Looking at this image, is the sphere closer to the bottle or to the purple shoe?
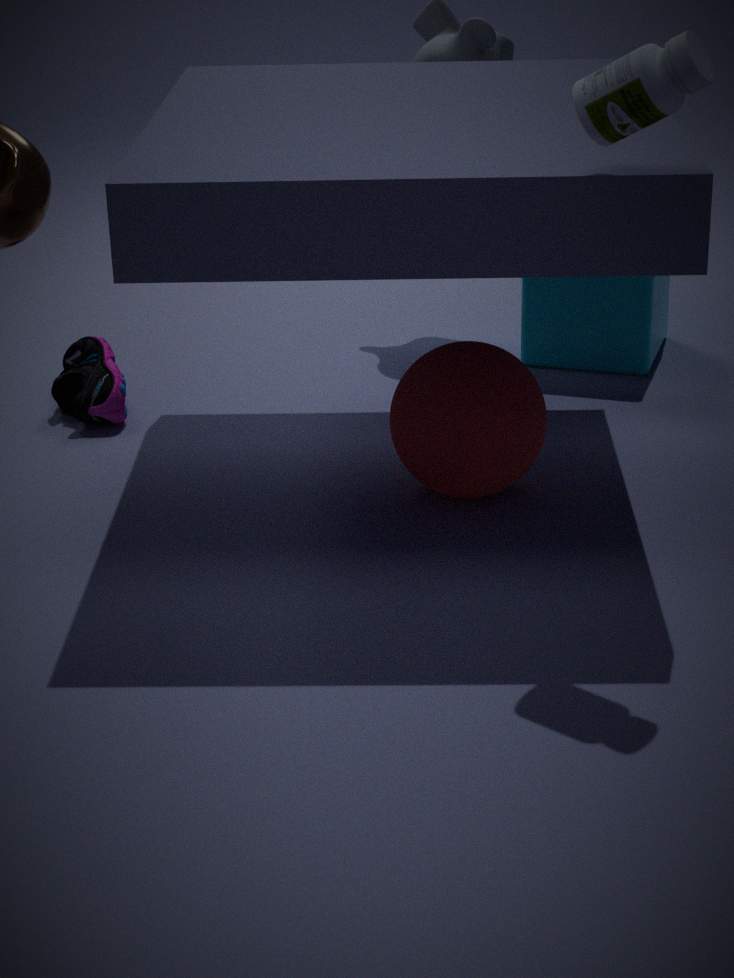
the bottle
